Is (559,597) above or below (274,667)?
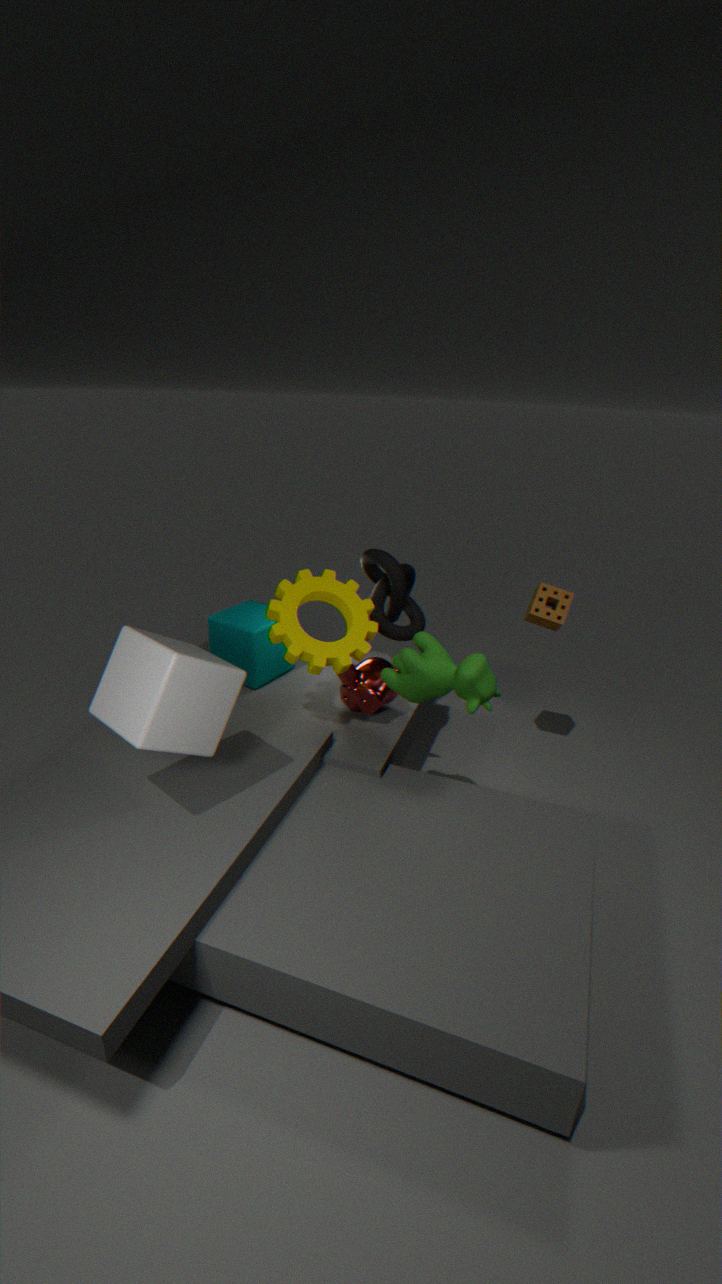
above
